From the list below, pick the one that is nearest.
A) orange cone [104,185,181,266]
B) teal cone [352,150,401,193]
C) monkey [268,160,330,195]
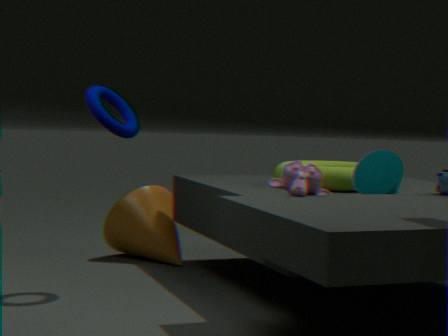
monkey [268,160,330,195]
